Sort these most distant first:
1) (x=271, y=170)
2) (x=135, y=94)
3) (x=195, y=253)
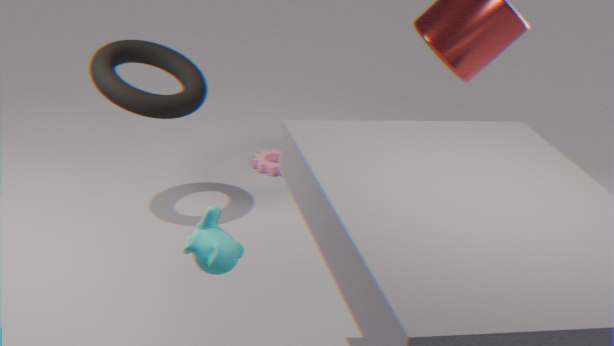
1. (x=271, y=170)
2. (x=135, y=94)
3. (x=195, y=253)
